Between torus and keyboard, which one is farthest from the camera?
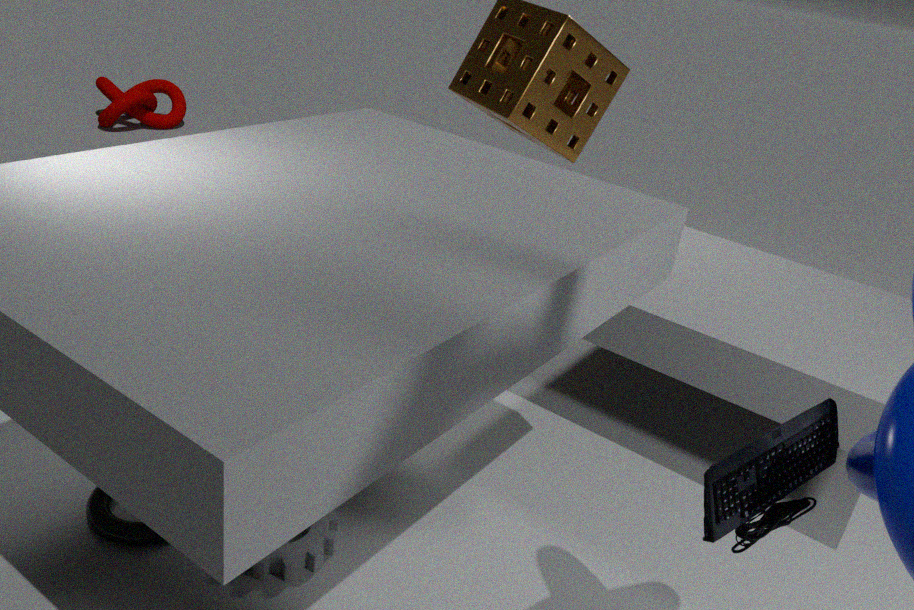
torus
